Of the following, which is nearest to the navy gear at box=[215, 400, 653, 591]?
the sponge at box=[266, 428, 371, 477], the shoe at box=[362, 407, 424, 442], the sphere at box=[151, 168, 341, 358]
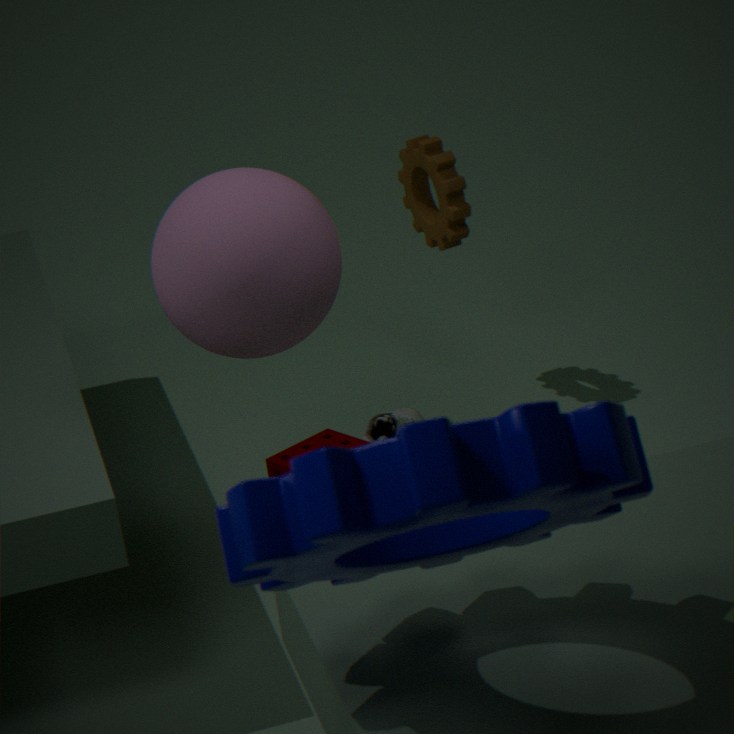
the sphere at box=[151, 168, 341, 358]
